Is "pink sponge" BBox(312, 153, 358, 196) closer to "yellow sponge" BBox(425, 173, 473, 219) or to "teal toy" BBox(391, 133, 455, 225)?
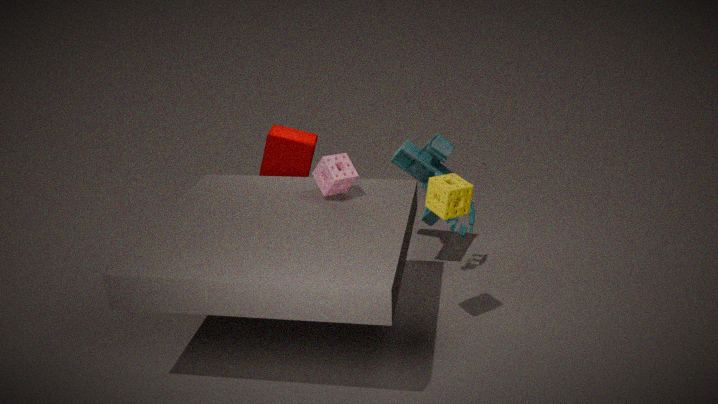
"yellow sponge" BBox(425, 173, 473, 219)
